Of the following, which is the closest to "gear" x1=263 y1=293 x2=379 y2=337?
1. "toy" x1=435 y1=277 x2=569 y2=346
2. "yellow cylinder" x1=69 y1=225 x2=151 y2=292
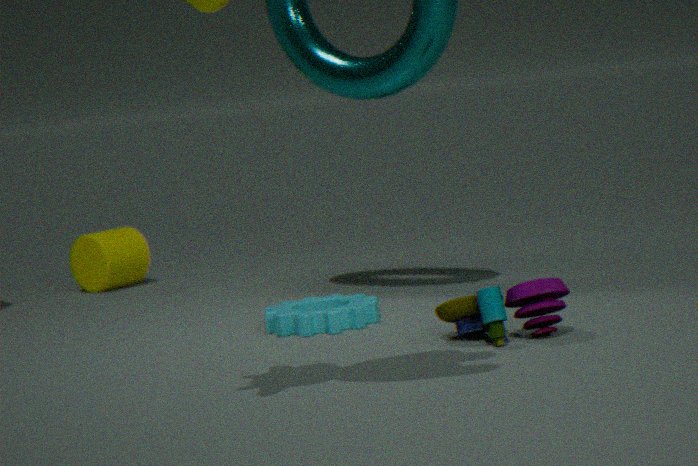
"toy" x1=435 y1=277 x2=569 y2=346
